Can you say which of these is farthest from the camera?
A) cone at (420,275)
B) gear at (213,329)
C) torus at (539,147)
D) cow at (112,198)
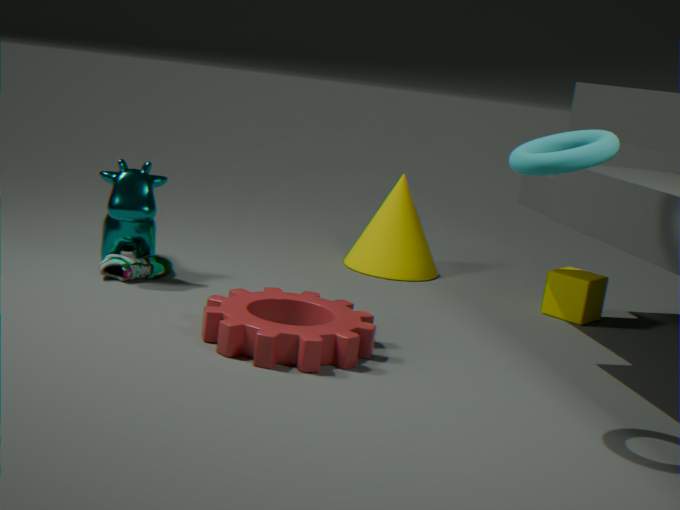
cone at (420,275)
